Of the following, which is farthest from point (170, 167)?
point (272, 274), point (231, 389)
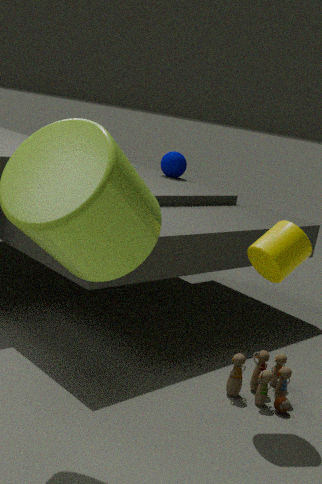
point (231, 389)
